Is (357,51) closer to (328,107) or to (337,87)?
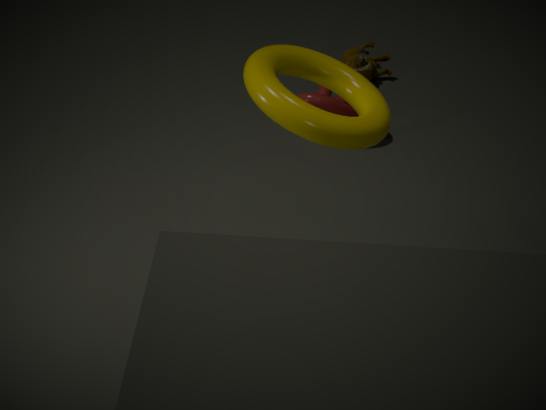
(328,107)
